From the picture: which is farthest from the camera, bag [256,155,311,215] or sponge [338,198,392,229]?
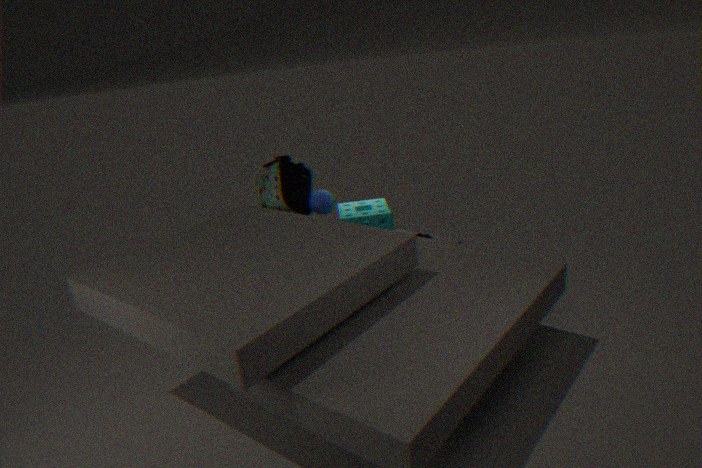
bag [256,155,311,215]
